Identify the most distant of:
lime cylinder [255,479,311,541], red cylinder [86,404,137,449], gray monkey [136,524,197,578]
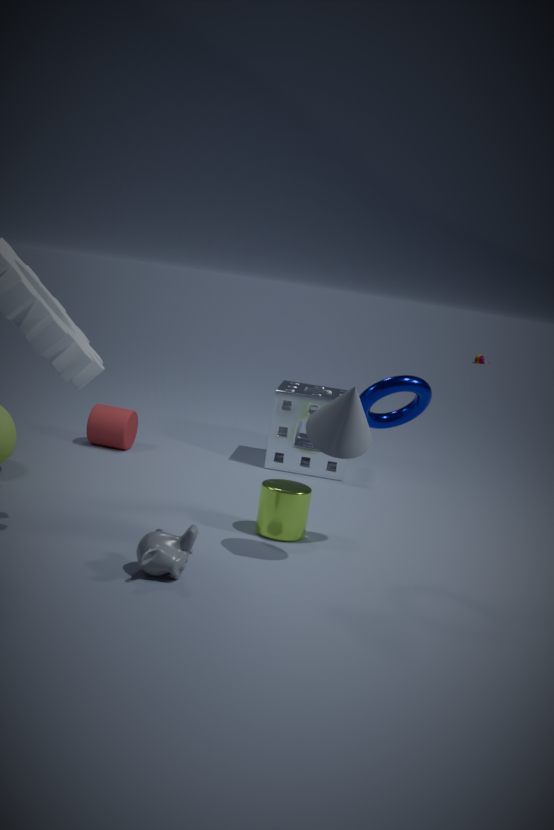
red cylinder [86,404,137,449]
